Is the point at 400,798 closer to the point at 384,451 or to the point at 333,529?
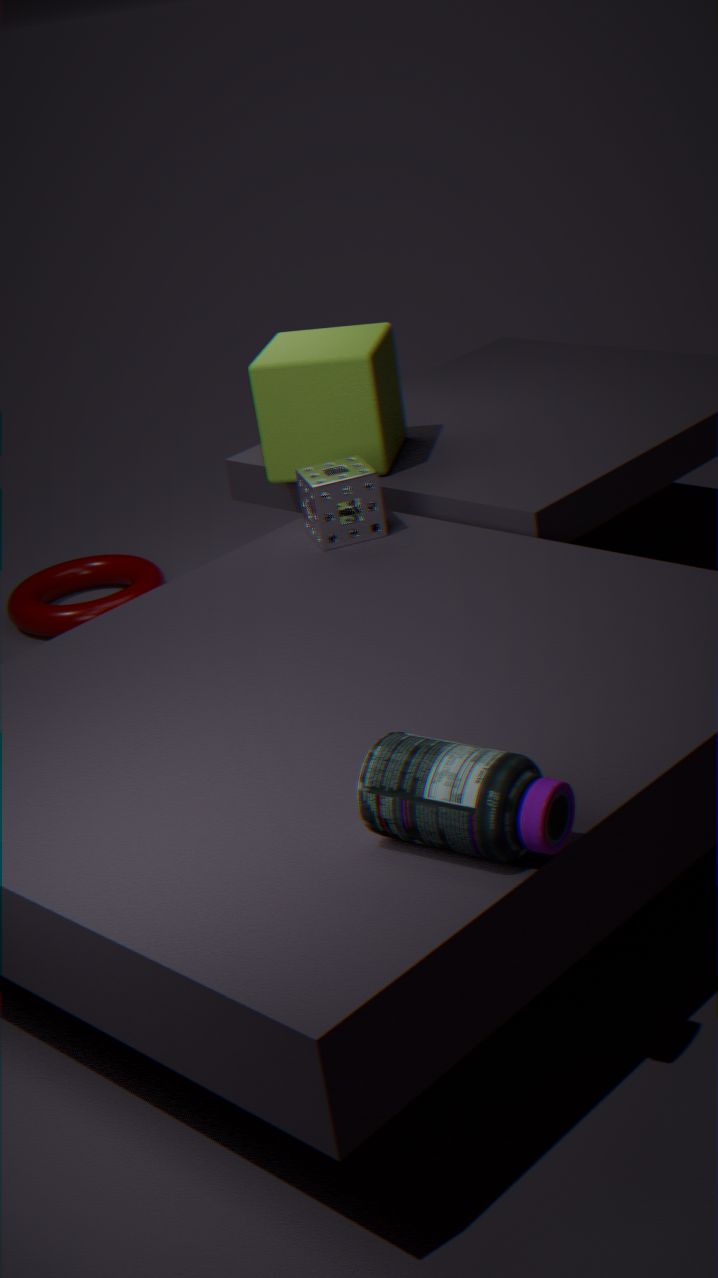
the point at 333,529
